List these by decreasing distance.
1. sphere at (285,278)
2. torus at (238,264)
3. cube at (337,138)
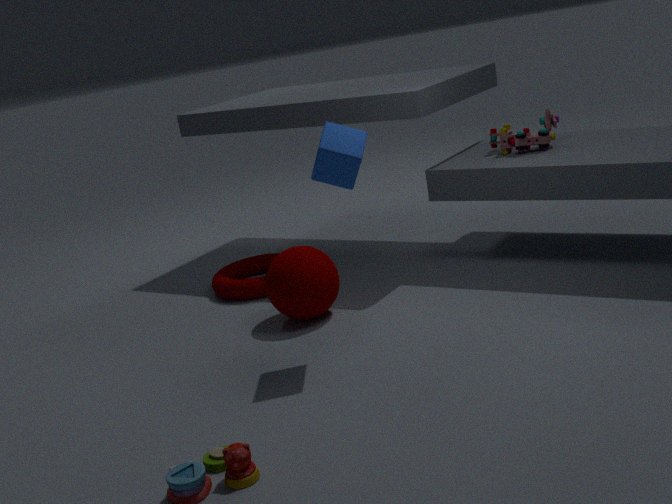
torus at (238,264), sphere at (285,278), cube at (337,138)
